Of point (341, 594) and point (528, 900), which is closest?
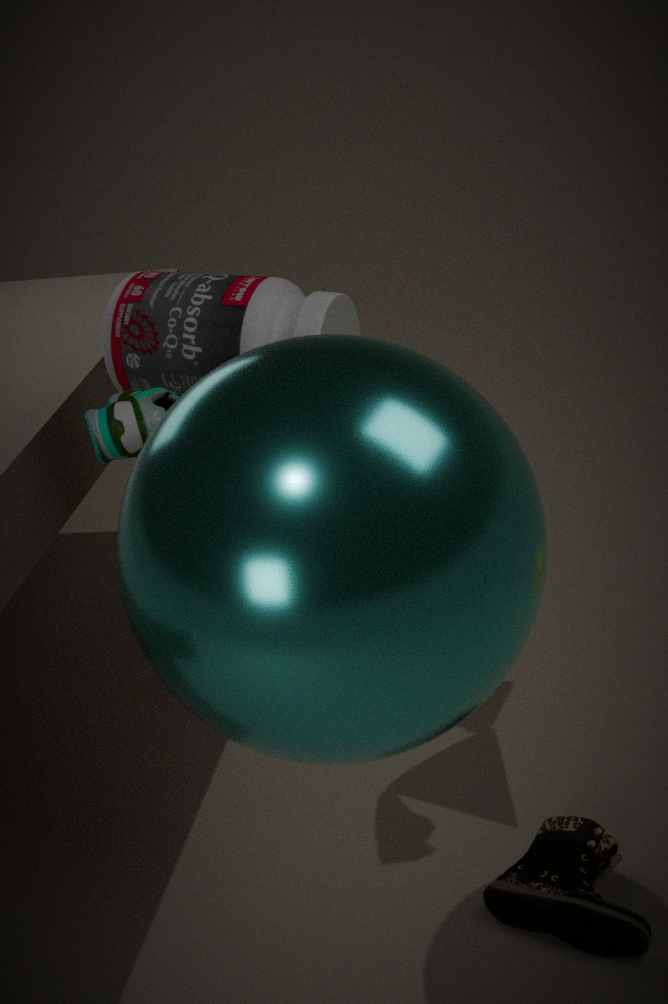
point (341, 594)
